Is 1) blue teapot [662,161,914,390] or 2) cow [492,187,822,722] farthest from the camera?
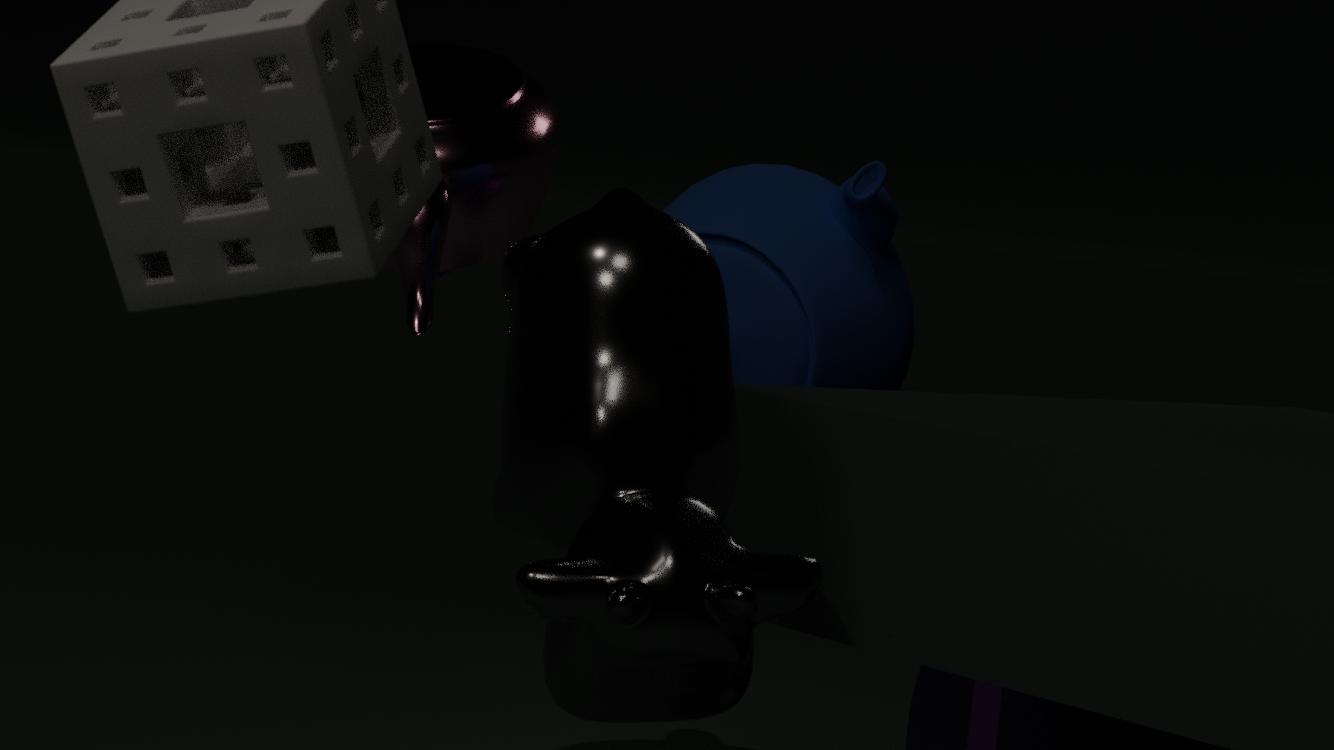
1. blue teapot [662,161,914,390]
